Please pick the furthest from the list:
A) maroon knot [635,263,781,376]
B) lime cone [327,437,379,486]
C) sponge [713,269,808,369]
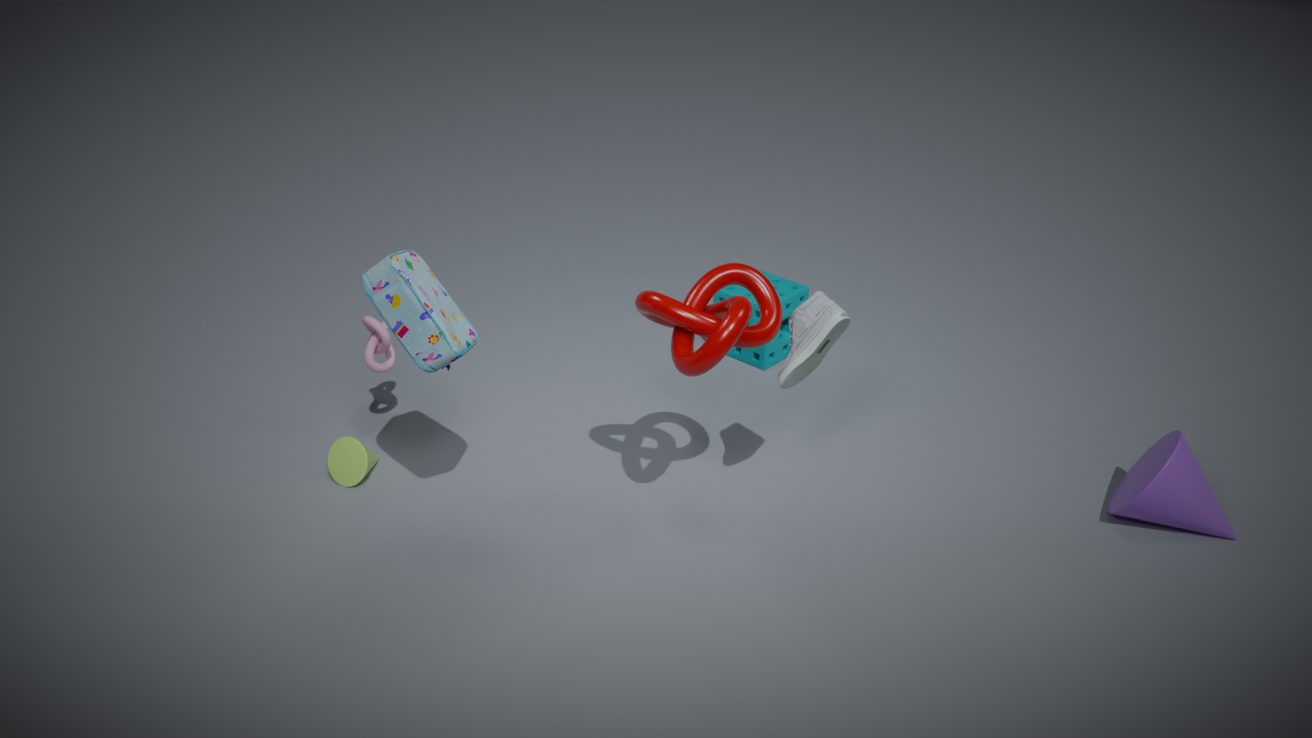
sponge [713,269,808,369]
